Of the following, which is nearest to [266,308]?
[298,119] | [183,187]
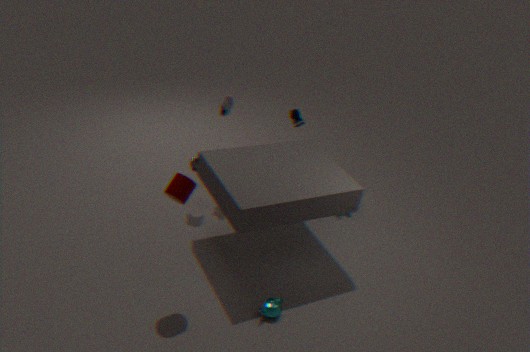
[183,187]
